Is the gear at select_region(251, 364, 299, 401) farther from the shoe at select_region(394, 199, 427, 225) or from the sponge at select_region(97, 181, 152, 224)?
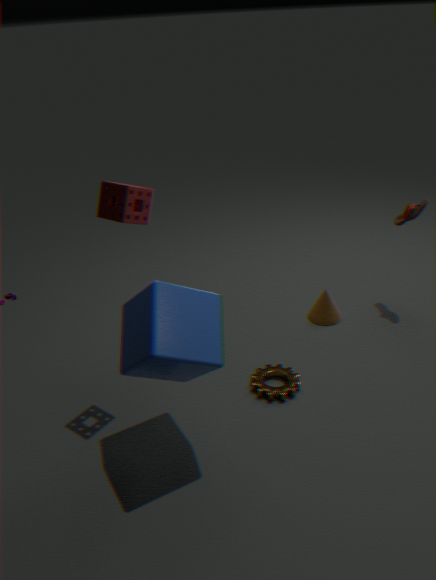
the shoe at select_region(394, 199, 427, 225)
